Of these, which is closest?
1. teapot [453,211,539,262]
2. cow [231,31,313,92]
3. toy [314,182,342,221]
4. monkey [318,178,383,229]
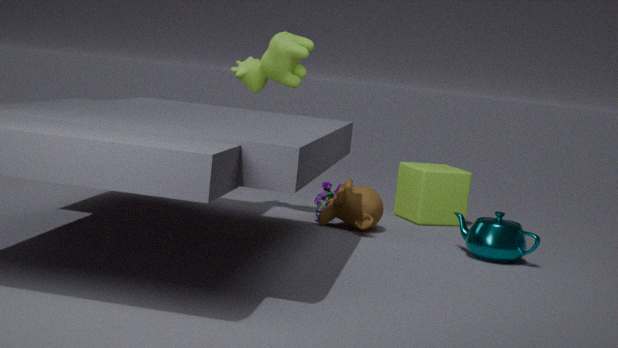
teapot [453,211,539,262]
